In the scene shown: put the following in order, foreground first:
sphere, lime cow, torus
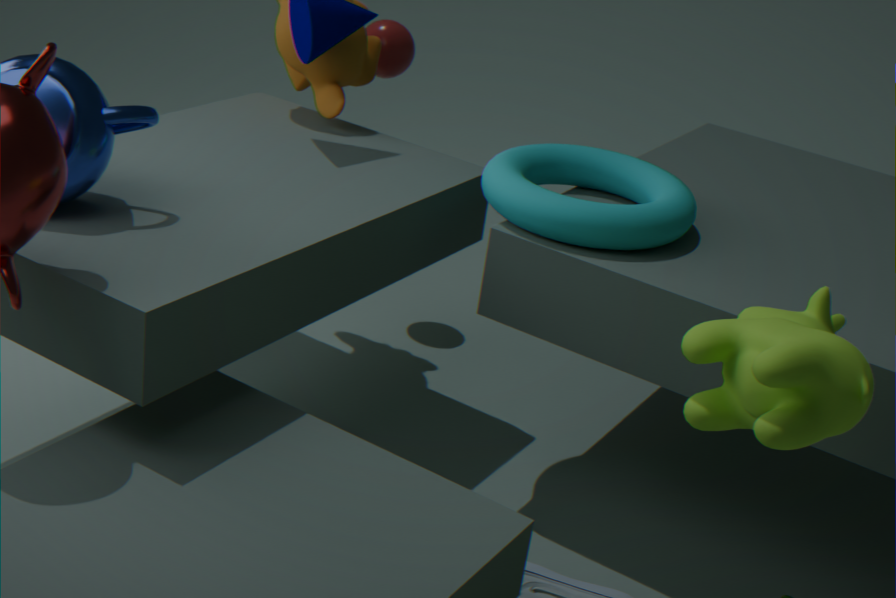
1. lime cow
2. torus
3. sphere
